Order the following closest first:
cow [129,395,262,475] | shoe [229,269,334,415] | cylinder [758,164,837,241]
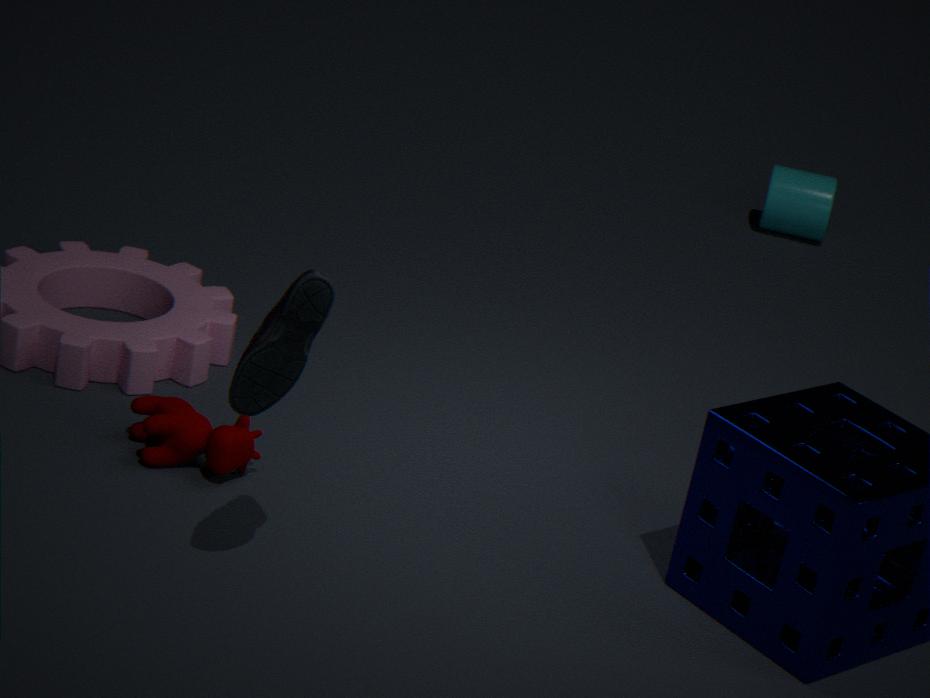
shoe [229,269,334,415]
cow [129,395,262,475]
cylinder [758,164,837,241]
